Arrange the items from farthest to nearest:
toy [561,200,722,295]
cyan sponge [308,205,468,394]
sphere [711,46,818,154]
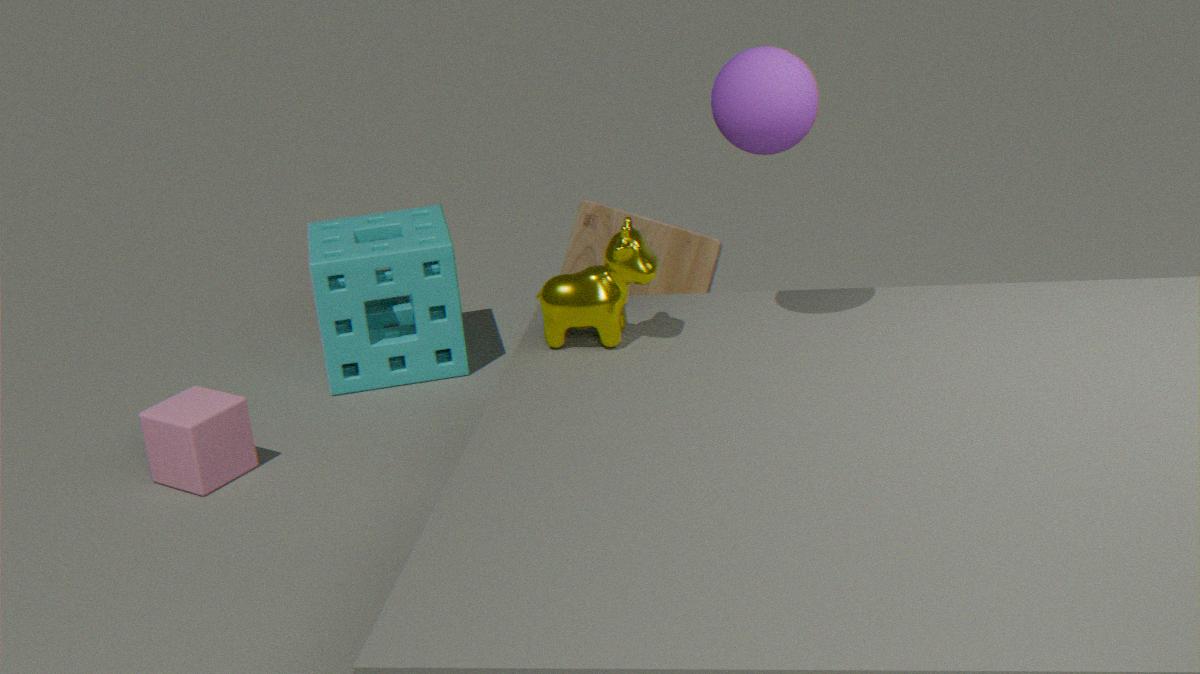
cyan sponge [308,205,468,394] < toy [561,200,722,295] < sphere [711,46,818,154]
